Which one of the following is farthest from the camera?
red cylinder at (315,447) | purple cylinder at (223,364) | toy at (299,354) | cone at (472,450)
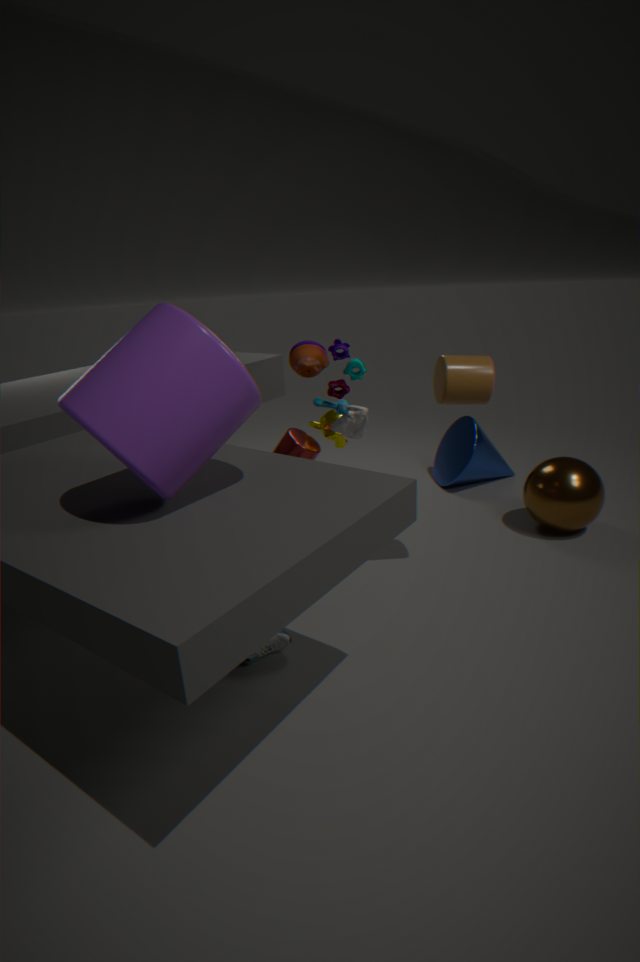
cone at (472,450)
